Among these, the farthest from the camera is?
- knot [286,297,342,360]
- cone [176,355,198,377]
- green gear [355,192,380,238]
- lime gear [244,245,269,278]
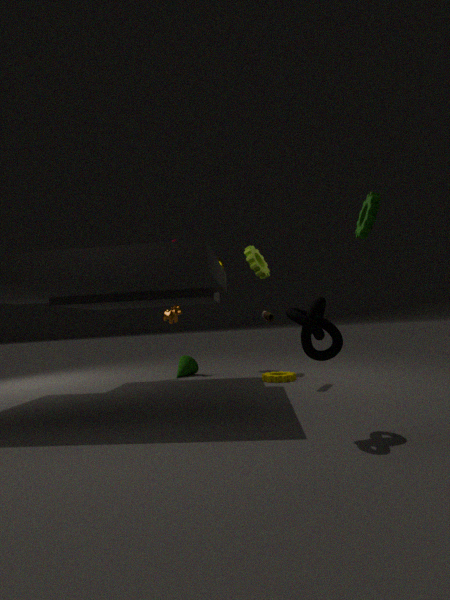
cone [176,355,198,377]
